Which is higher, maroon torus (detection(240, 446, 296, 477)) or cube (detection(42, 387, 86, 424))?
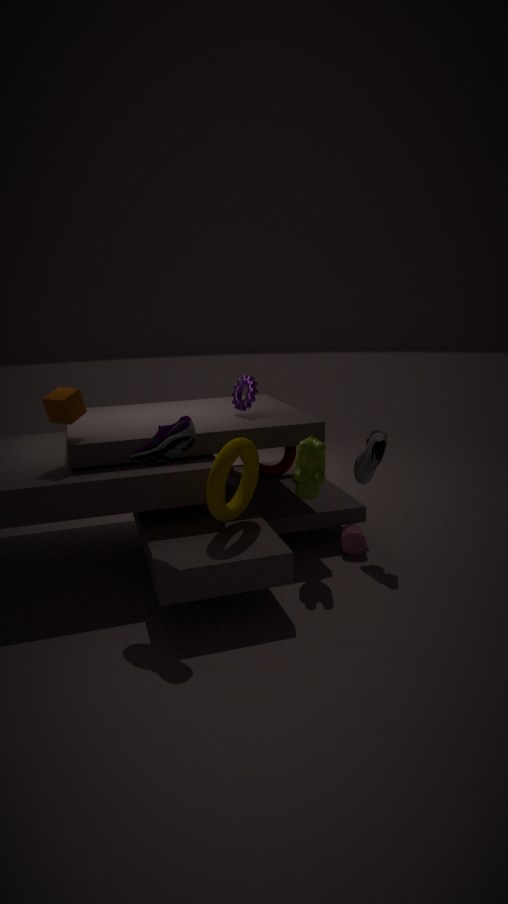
cube (detection(42, 387, 86, 424))
